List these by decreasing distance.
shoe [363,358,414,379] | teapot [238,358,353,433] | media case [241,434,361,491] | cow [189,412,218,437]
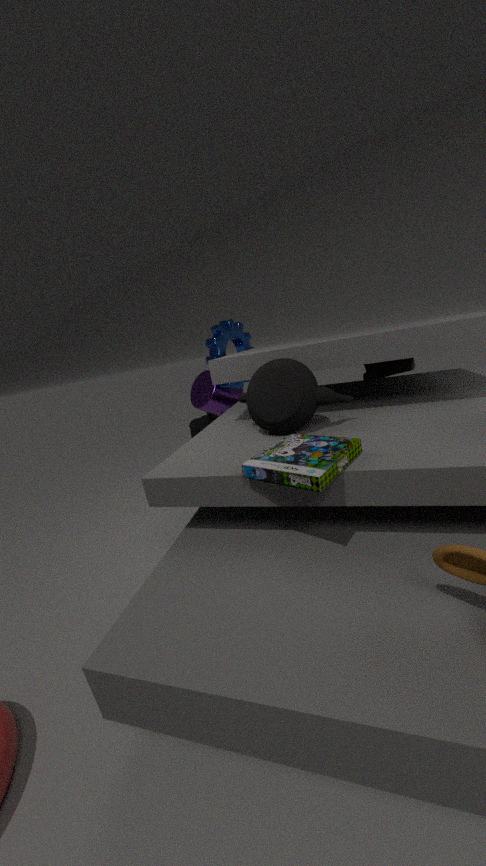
cow [189,412,218,437]
shoe [363,358,414,379]
teapot [238,358,353,433]
media case [241,434,361,491]
